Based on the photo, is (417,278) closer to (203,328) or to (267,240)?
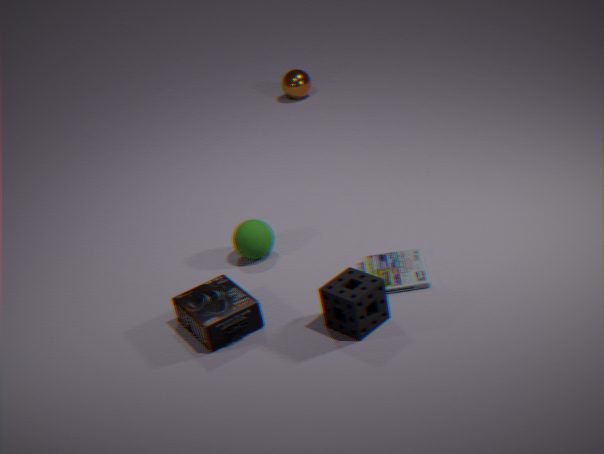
(267,240)
